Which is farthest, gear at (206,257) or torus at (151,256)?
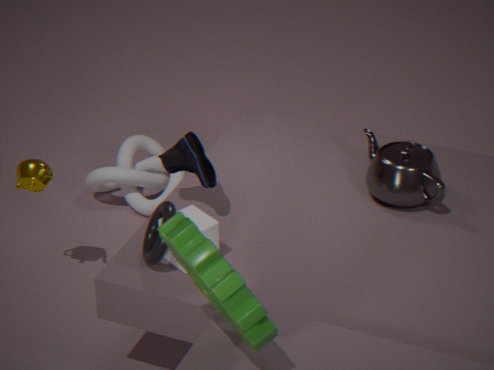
torus at (151,256)
